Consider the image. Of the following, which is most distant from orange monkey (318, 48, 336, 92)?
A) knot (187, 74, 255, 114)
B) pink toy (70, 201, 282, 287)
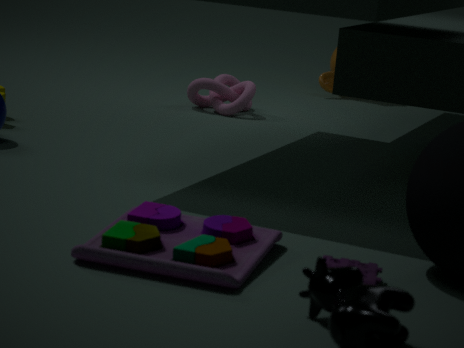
pink toy (70, 201, 282, 287)
